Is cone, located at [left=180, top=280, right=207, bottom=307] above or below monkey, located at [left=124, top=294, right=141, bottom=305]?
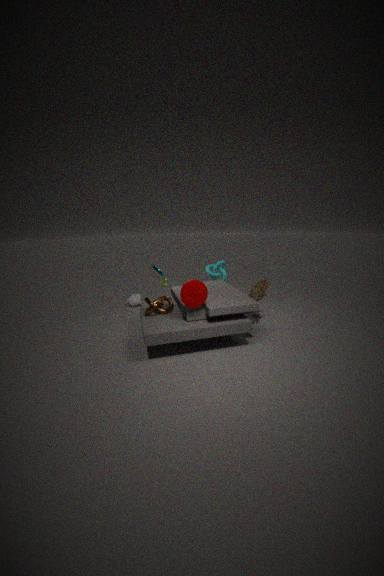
above
